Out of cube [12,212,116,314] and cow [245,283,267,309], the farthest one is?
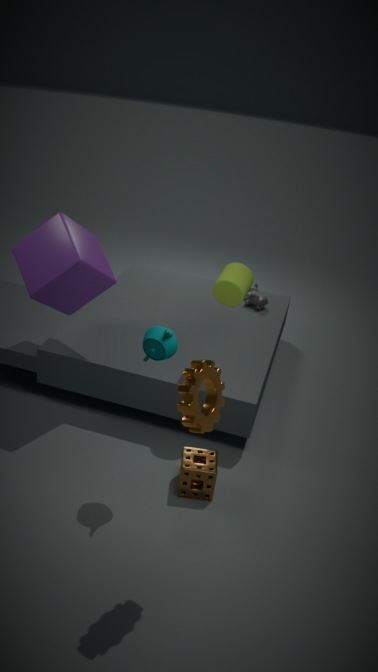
cow [245,283,267,309]
